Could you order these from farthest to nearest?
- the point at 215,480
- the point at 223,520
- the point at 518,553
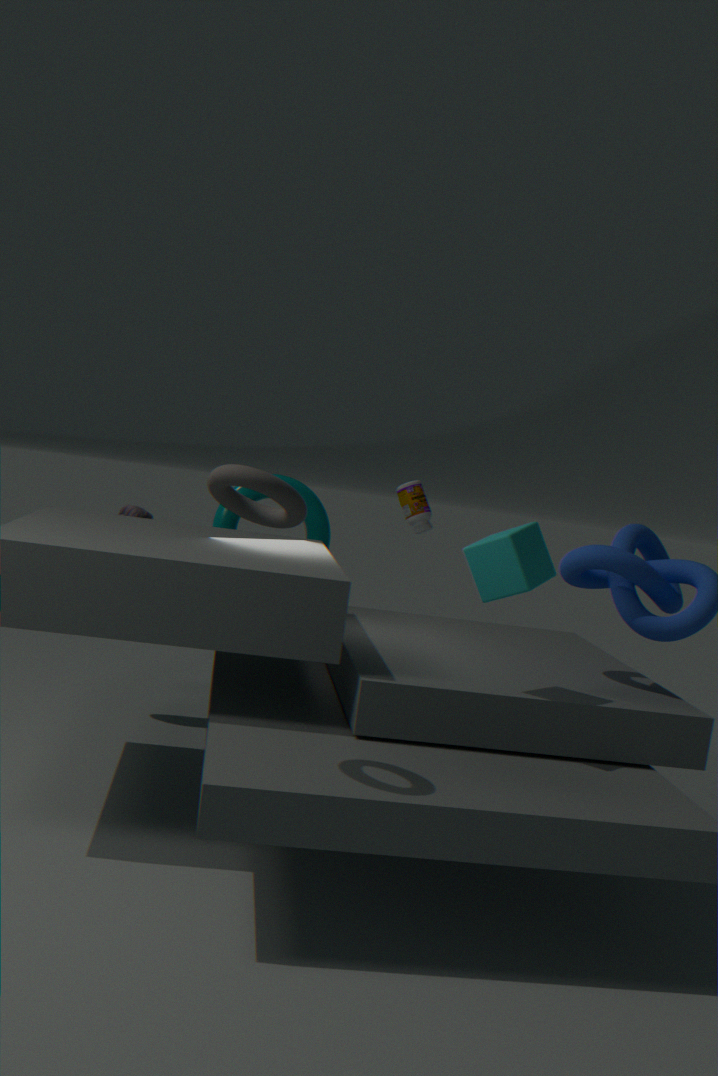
the point at 223,520 < the point at 518,553 < the point at 215,480
